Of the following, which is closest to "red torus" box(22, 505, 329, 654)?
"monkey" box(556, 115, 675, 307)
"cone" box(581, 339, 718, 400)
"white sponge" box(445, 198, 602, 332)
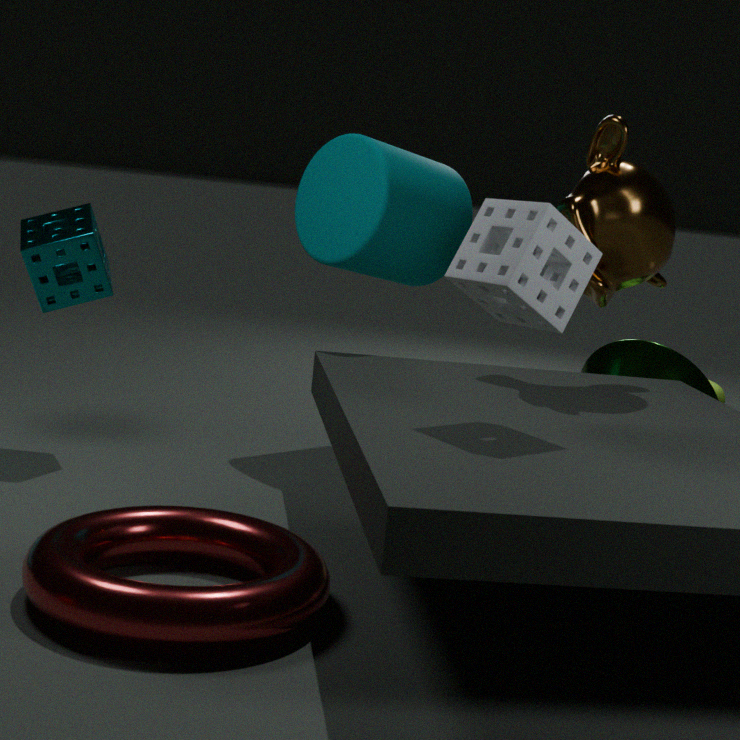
"white sponge" box(445, 198, 602, 332)
